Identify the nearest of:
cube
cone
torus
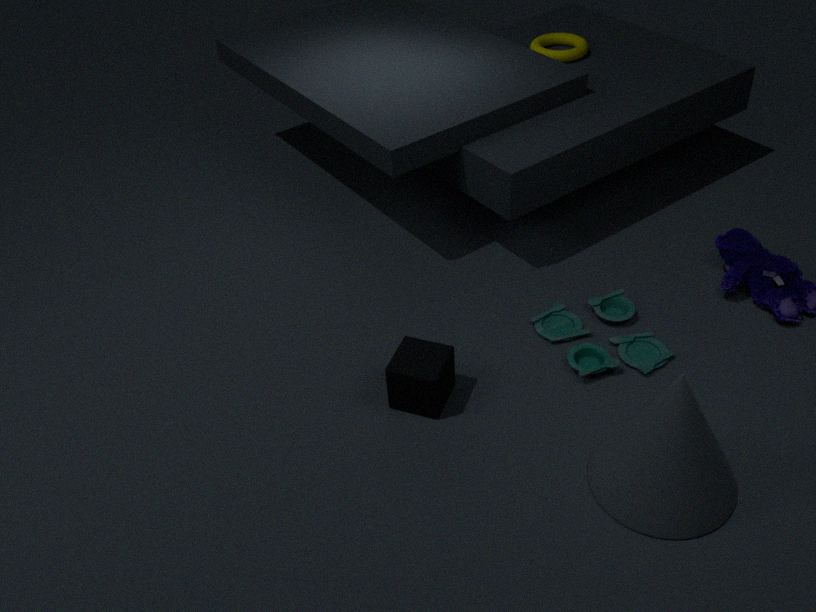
cone
